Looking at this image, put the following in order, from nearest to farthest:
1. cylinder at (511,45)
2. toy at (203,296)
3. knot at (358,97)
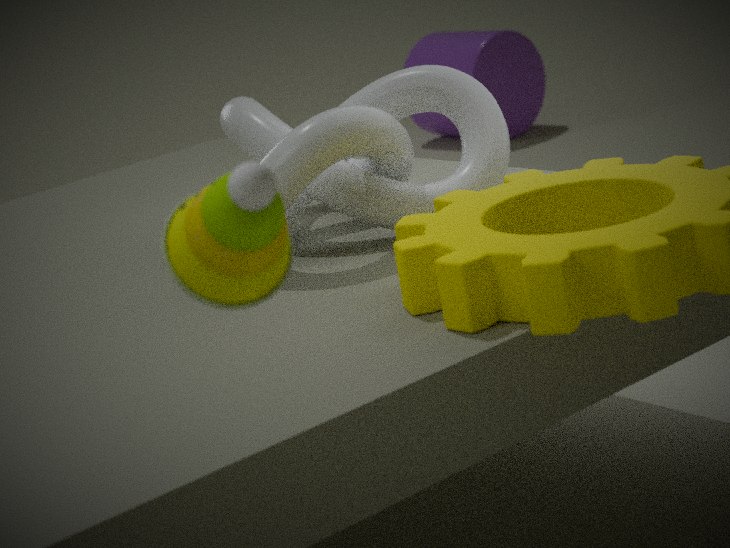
toy at (203,296) → knot at (358,97) → cylinder at (511,45)
